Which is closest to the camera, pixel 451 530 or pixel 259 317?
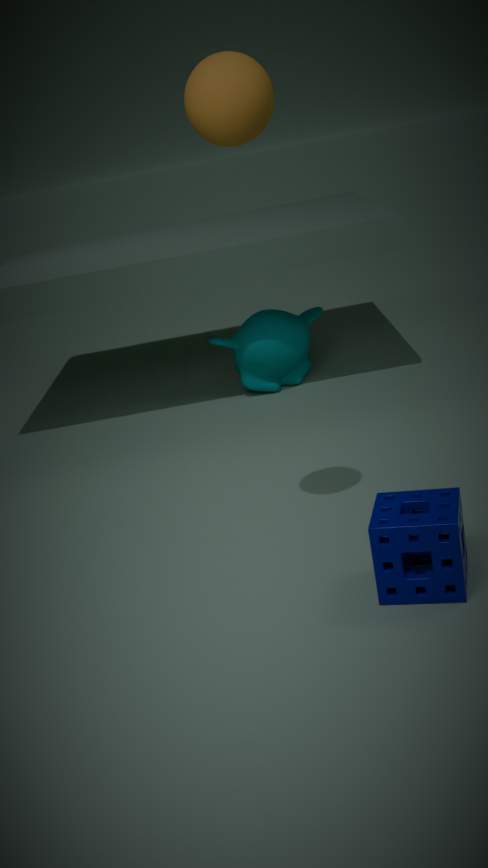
pixel 451 530
